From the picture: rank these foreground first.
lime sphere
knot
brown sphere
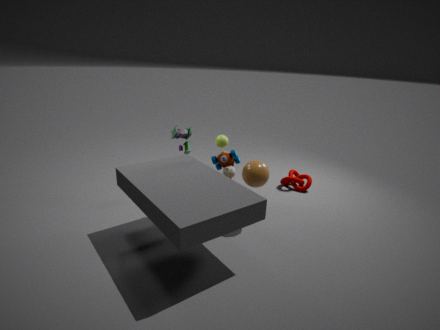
brown sphere, lime sphere, knot
